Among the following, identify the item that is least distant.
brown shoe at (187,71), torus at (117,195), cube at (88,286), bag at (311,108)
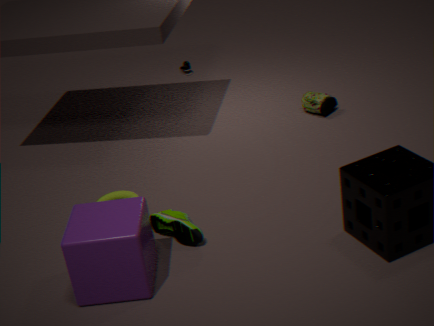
cube at (88,286)
